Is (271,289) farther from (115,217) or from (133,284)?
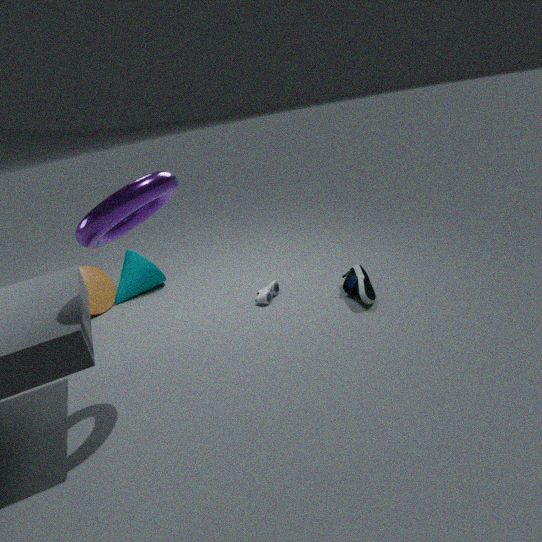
(115,217)
